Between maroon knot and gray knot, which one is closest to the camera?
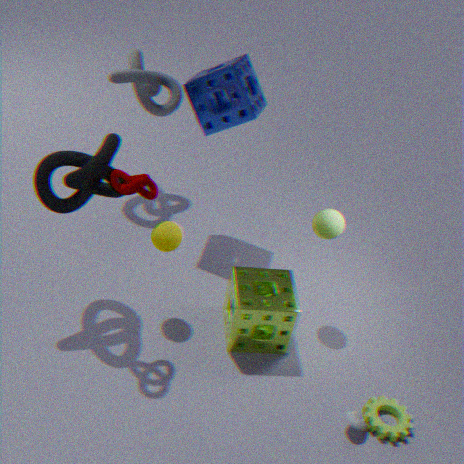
maroon knot
